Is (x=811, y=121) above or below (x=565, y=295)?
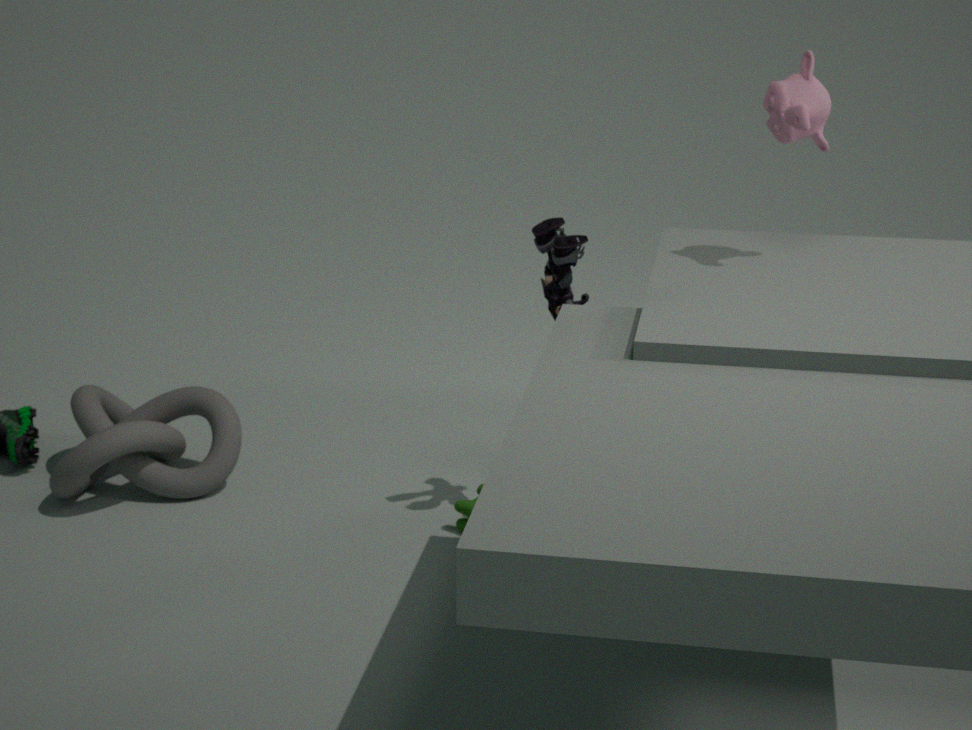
above
